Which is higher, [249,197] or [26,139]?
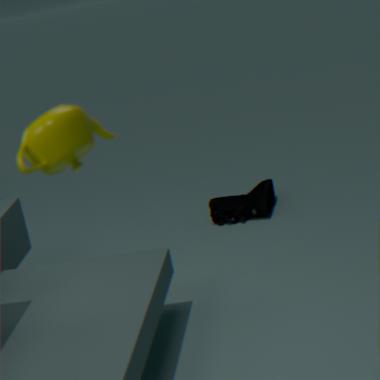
[26,139]
